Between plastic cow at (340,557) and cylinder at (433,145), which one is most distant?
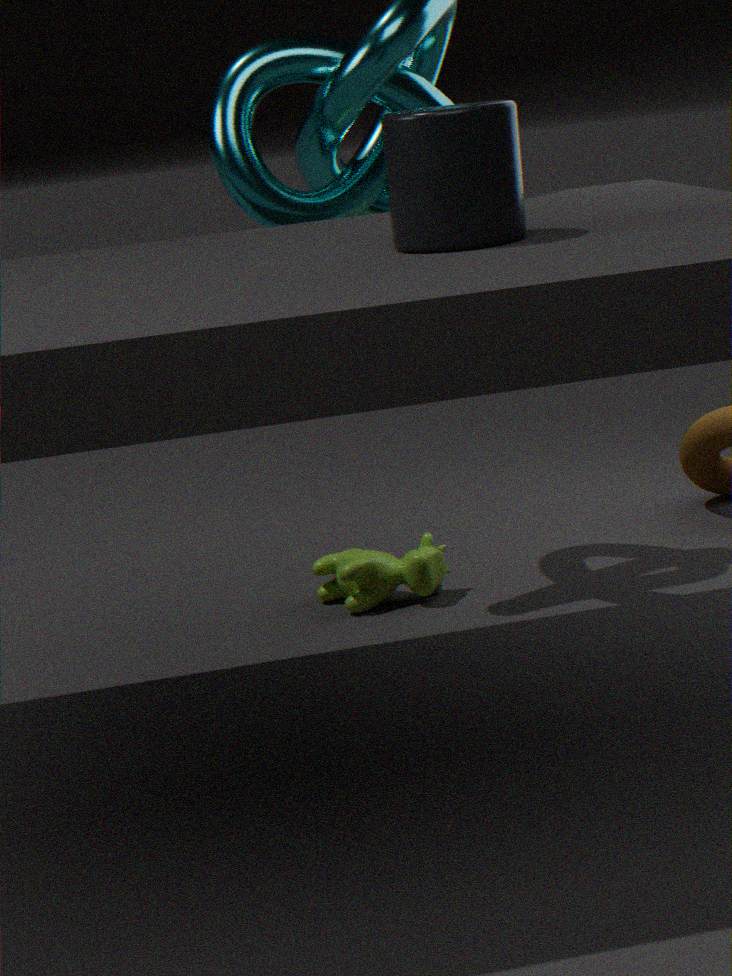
plastic cow at (340,557)
